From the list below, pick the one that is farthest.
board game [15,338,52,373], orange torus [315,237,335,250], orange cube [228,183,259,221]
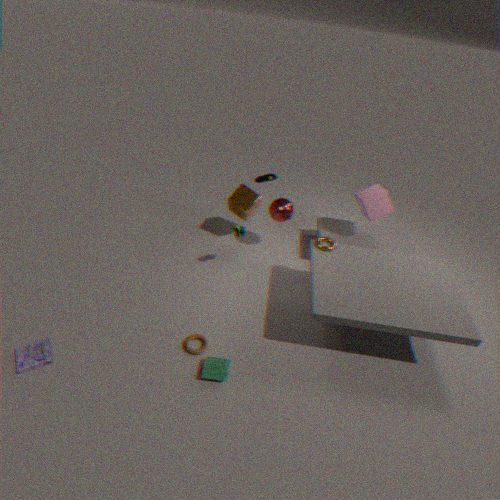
orange cube [228,183,259,221]
